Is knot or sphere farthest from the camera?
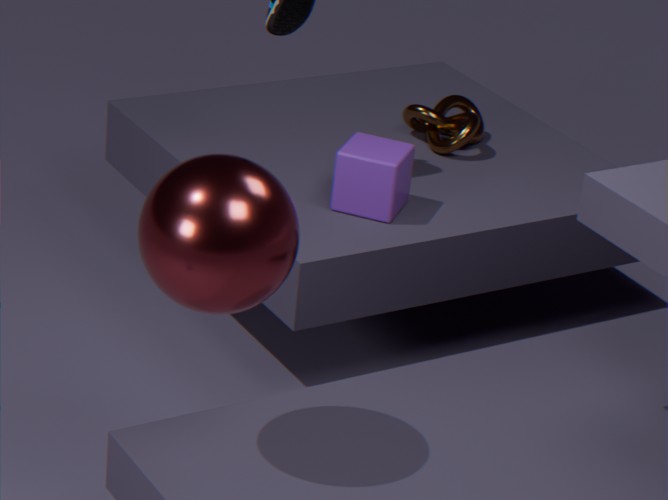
knot
